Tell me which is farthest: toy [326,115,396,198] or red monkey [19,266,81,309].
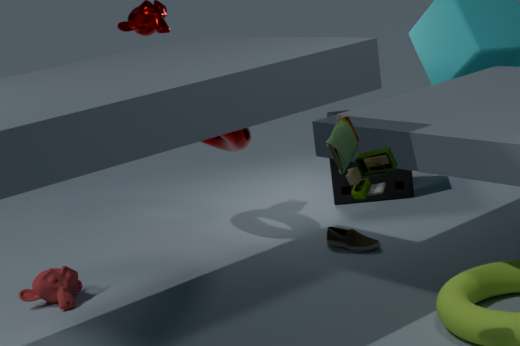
red monkey [19,266,81,309]
